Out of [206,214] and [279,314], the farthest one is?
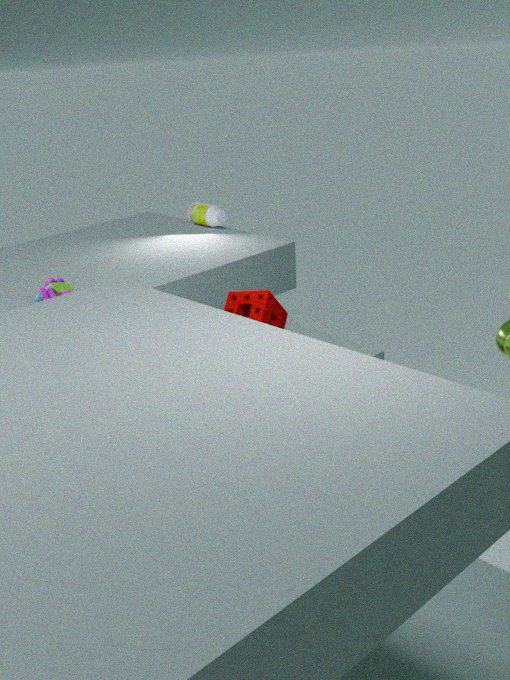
[206,214]
